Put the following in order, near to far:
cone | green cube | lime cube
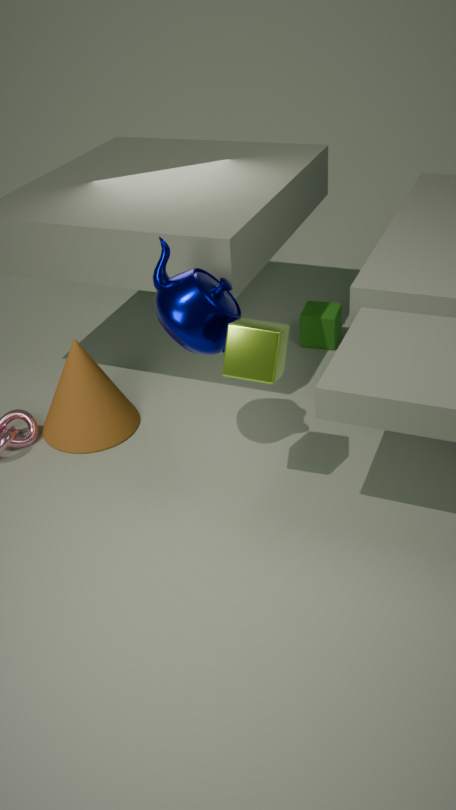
lime cube → cone → green cube
